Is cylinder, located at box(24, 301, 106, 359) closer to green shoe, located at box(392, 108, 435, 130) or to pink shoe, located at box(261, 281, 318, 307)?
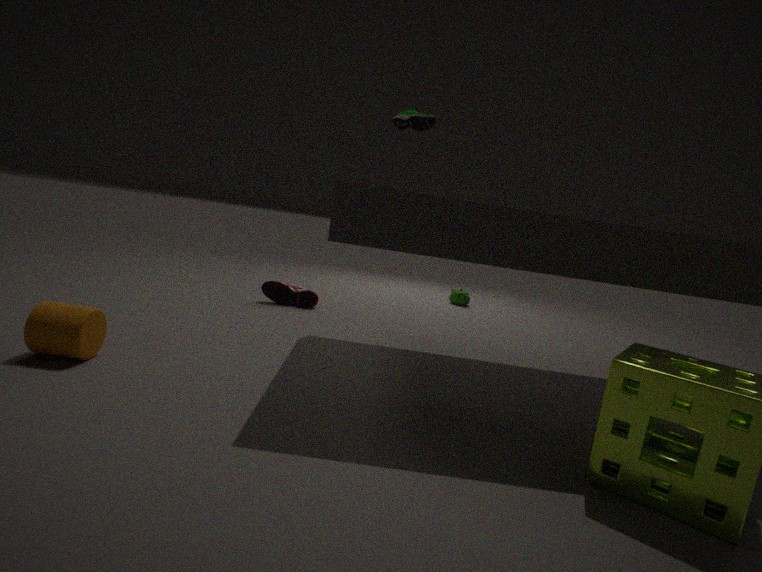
pink shoe, located at box(261, 281, 318, 307)
